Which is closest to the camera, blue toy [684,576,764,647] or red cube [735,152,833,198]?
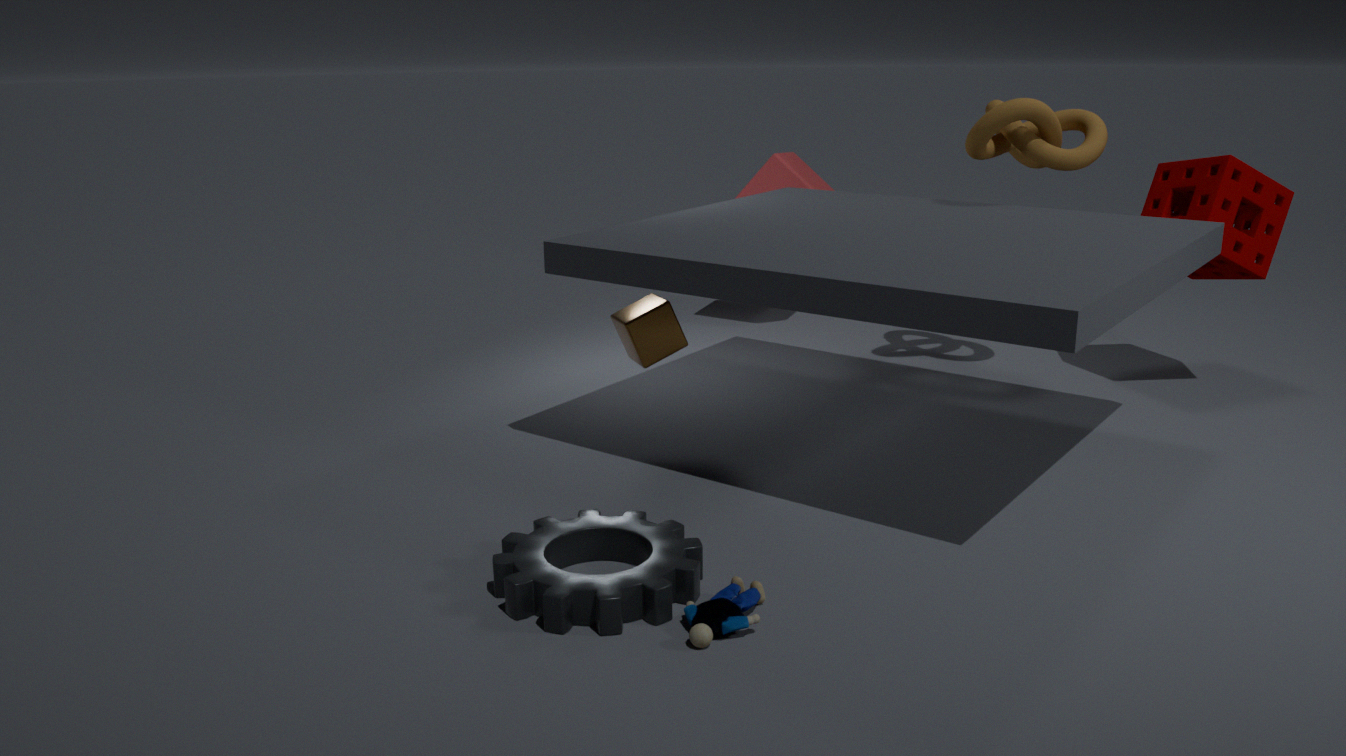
blue toy [684,576,764,647]
